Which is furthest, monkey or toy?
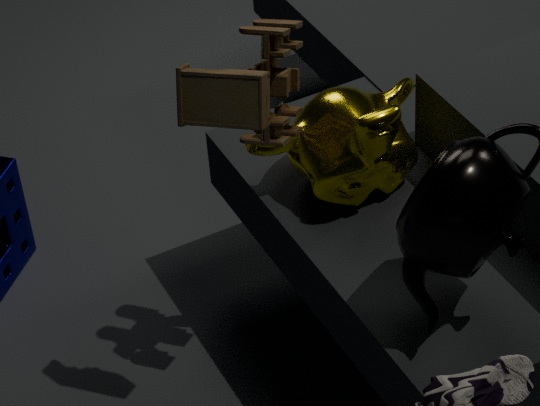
monkey
